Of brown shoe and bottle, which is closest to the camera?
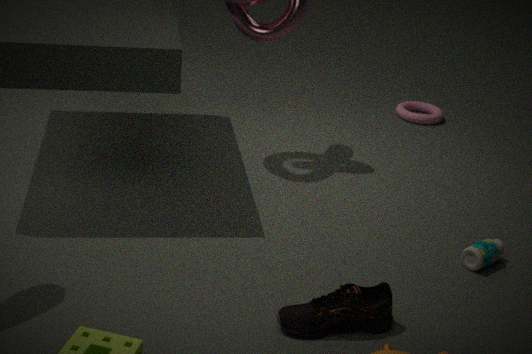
brown shoe
